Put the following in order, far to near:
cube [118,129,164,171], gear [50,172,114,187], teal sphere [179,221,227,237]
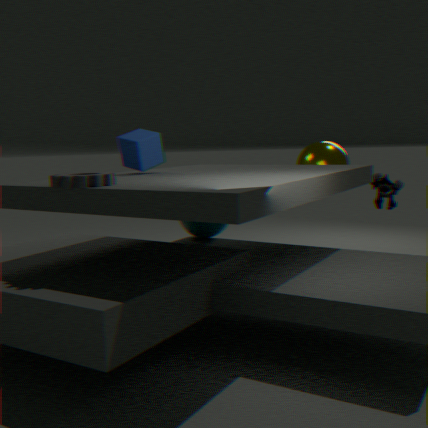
→ teal sphere [179,221,227,237], cube [118,129,164,171], gear [50,172,114,187]
